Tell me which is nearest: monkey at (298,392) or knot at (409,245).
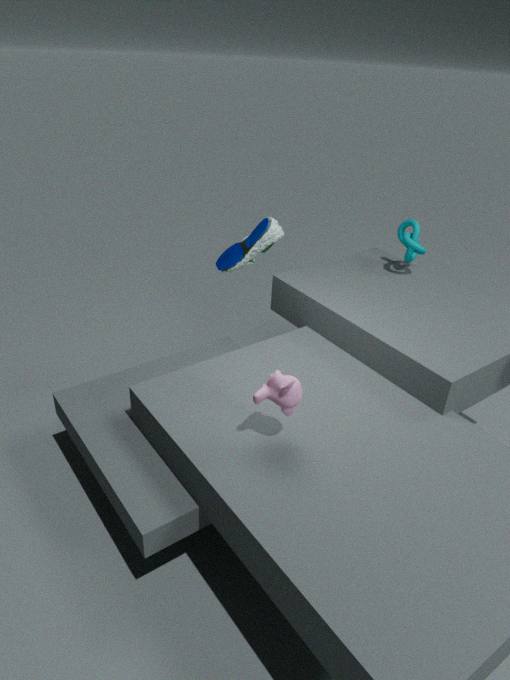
monkey at (298,392)
